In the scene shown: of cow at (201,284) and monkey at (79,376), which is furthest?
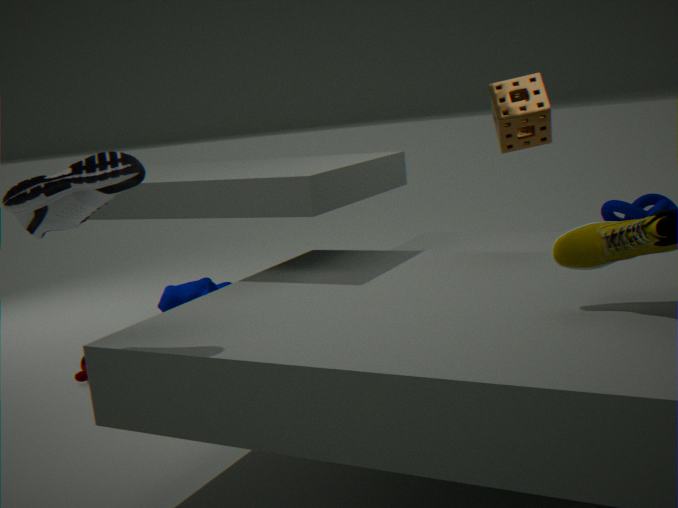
cow at (201,284)
